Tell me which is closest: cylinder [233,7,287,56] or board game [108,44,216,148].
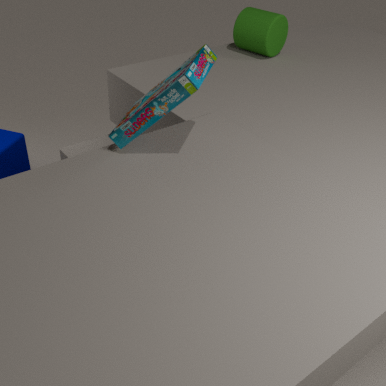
board game [108,44,216,148]
